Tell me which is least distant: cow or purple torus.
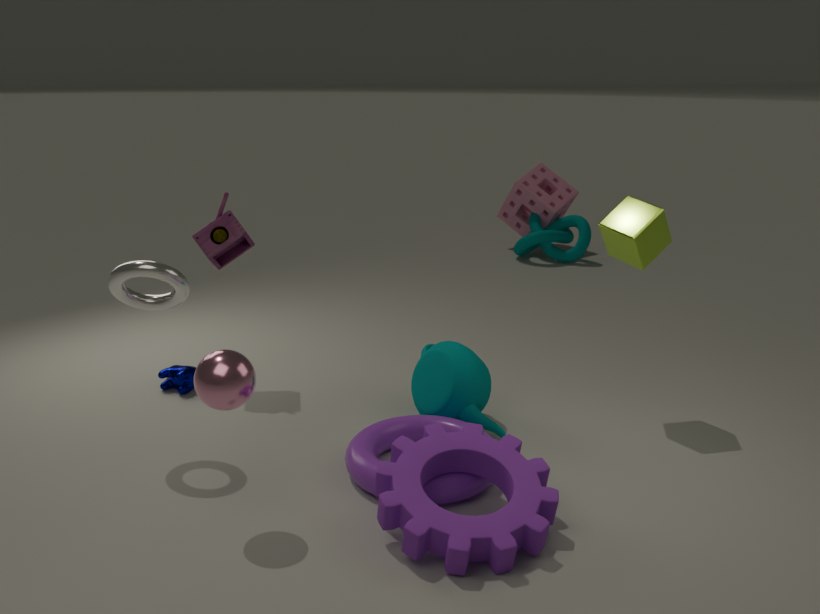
purple torus
